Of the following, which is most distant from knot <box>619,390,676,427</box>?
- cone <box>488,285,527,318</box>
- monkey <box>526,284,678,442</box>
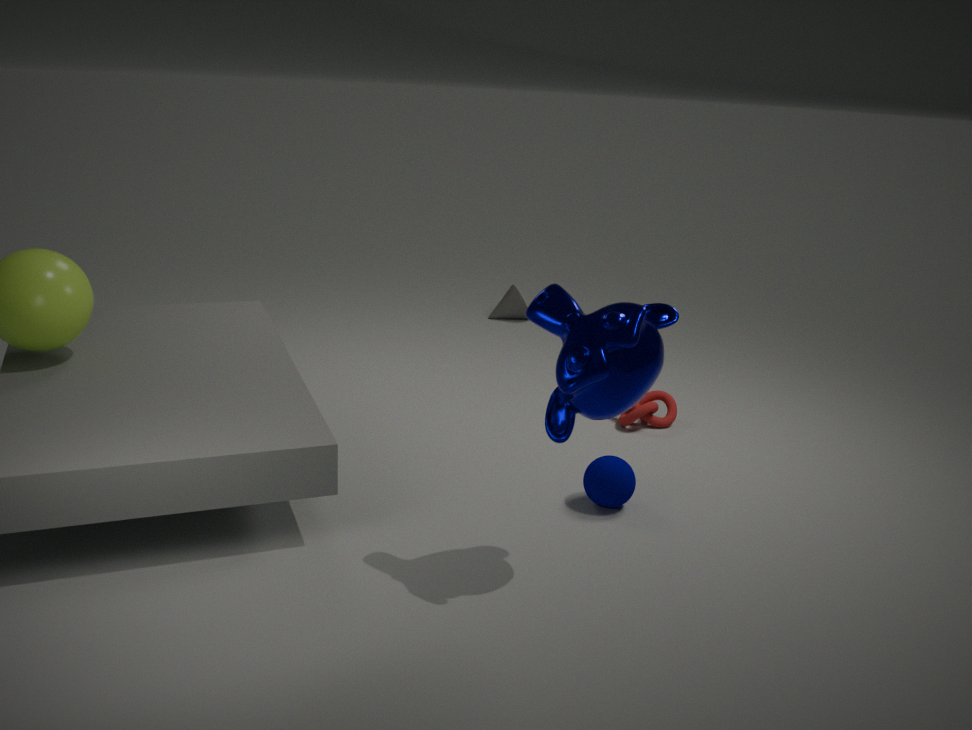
cone <box>488,285,527,318</box>
